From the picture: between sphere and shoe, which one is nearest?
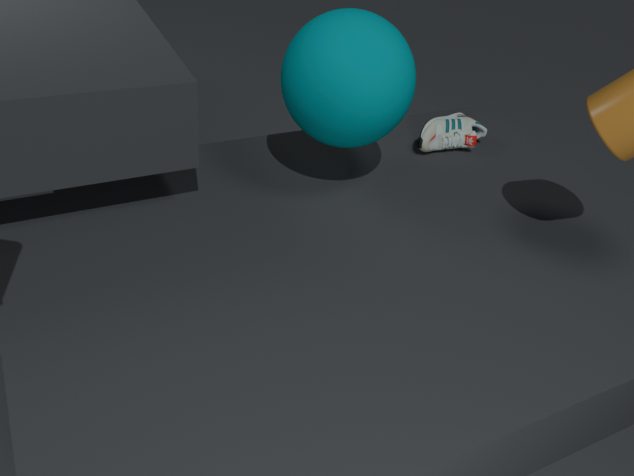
sphere
